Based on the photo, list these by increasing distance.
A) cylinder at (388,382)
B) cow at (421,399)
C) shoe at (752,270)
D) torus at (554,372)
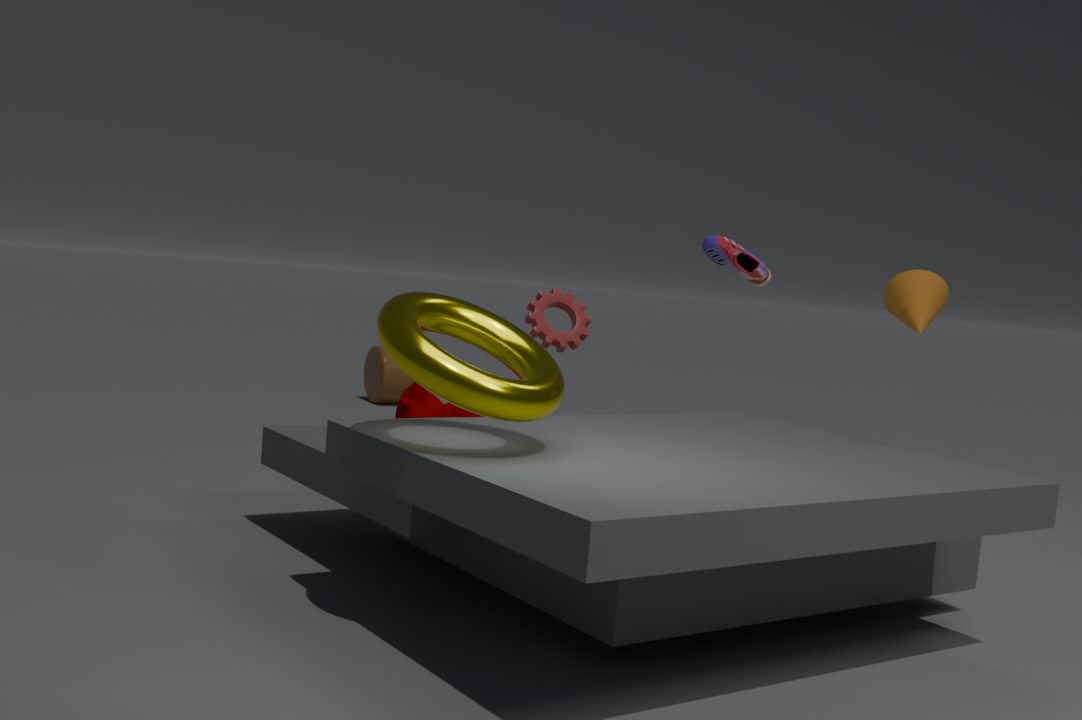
torus at (554,372) → cow at (421,399) → shoe at (752,270) → cylinder at (388,382)
